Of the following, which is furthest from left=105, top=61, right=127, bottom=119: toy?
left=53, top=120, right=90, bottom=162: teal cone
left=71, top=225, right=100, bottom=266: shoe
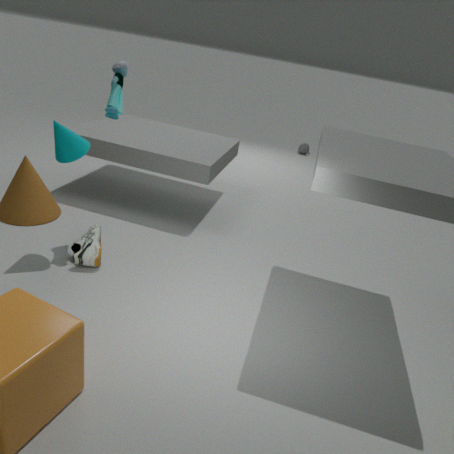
left=71, top=225, right=100, bottom=266: shoe
